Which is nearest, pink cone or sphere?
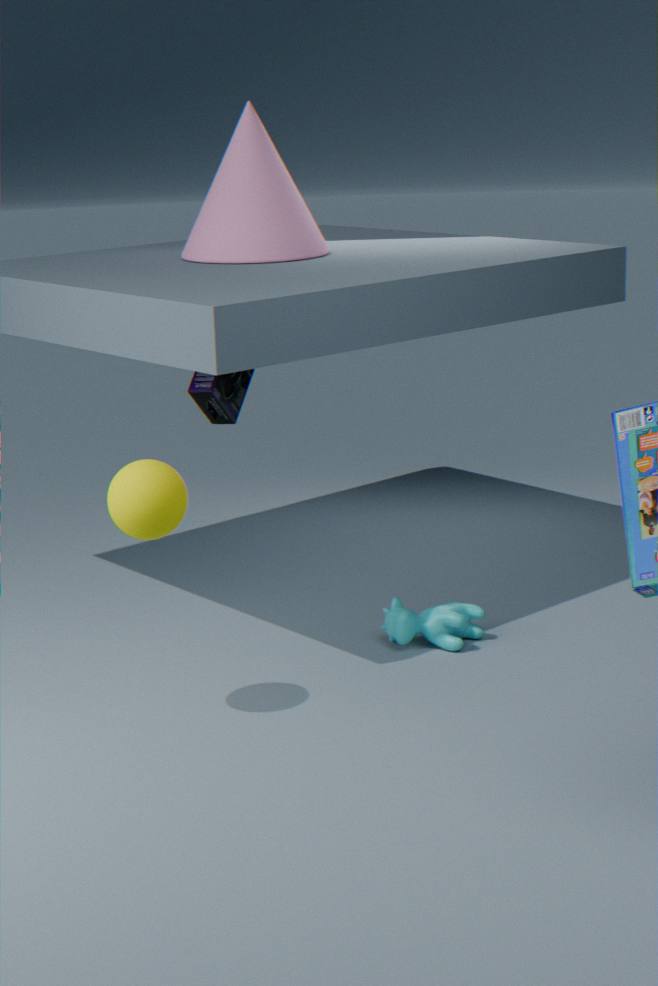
sphere
